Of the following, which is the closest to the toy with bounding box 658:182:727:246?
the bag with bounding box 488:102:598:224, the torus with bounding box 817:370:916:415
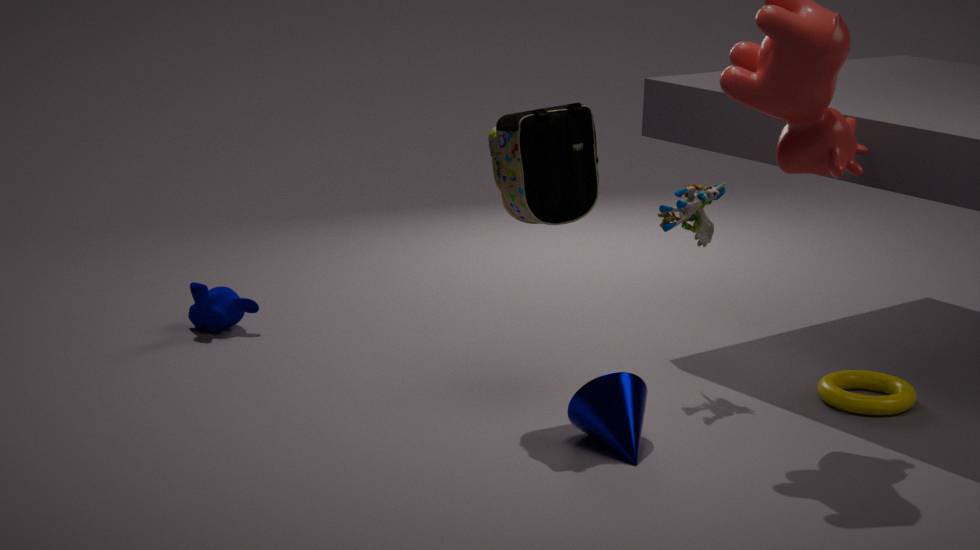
the bag with bounding box 488:102:598:224
